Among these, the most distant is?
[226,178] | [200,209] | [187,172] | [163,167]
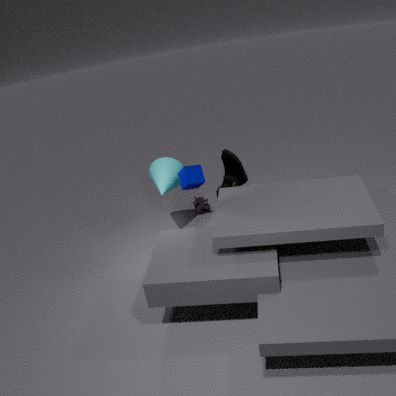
[200,209]
